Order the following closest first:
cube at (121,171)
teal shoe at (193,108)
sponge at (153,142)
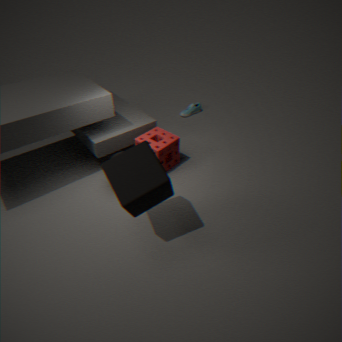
cube at (121,171) < sponge at (153,142) < teal shoe at (193,108)
